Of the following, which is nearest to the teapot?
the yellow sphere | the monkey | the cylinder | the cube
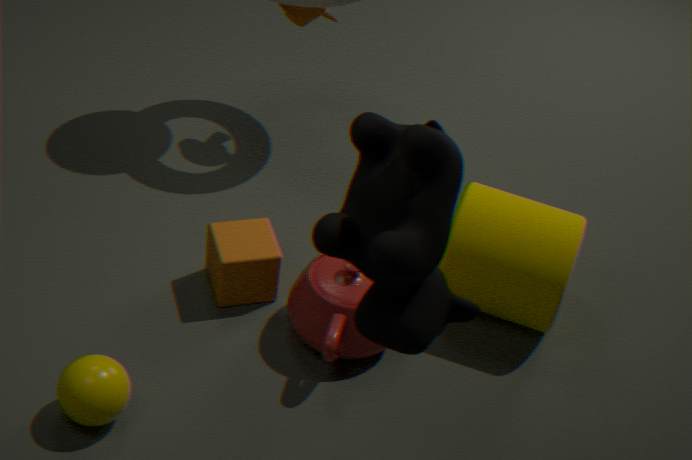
the cube
